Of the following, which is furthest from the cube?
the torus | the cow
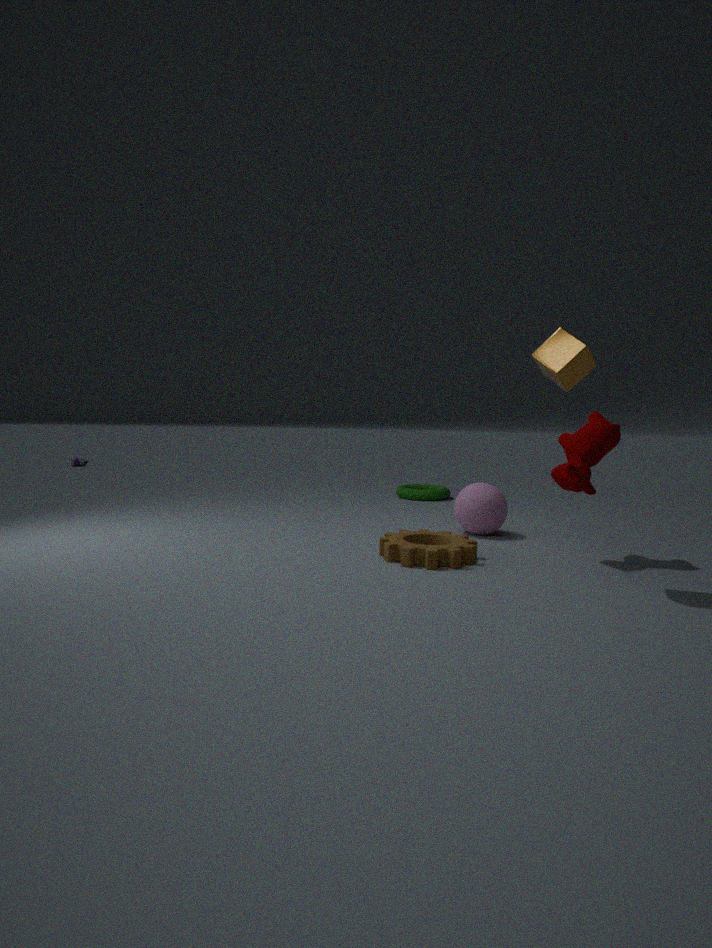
the torus
